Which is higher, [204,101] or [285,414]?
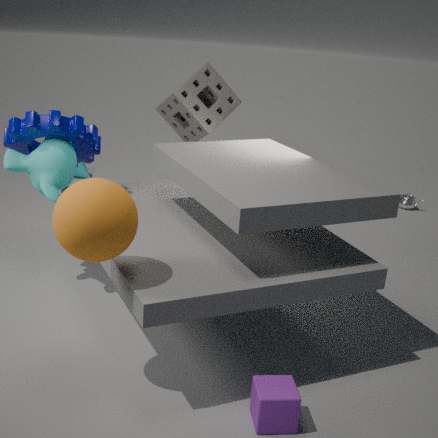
[204,101]
